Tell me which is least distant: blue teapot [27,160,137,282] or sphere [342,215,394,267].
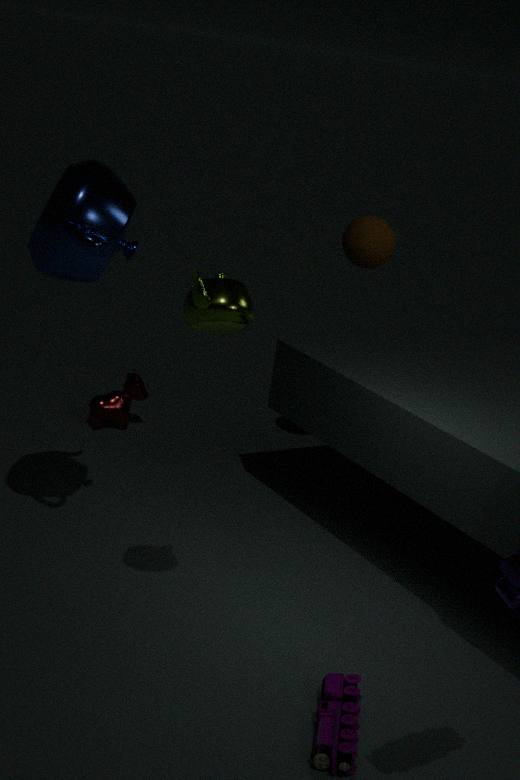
blue teapot [27,160,137,282]
